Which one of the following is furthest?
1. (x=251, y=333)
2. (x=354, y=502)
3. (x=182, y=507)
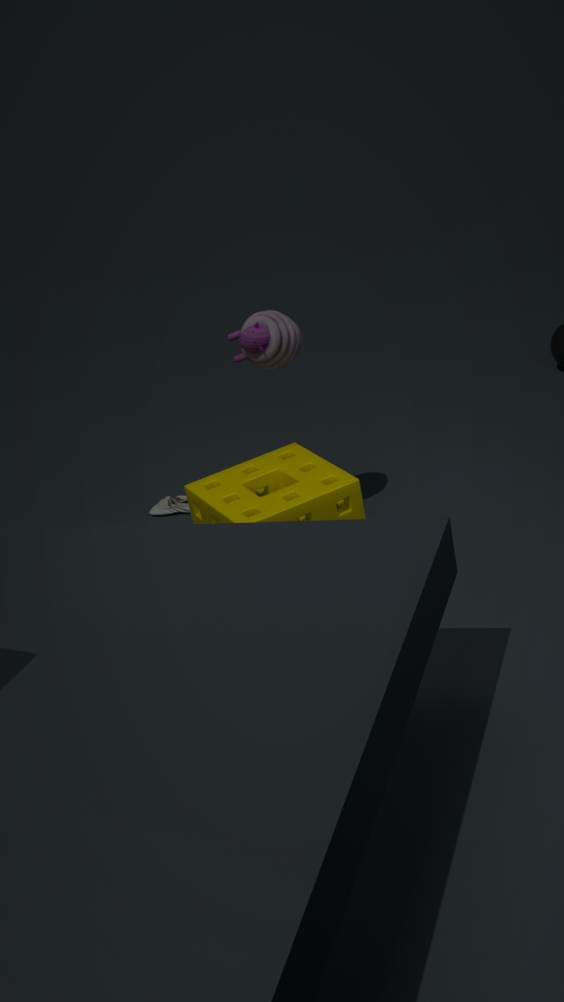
(x=182, y=507)
